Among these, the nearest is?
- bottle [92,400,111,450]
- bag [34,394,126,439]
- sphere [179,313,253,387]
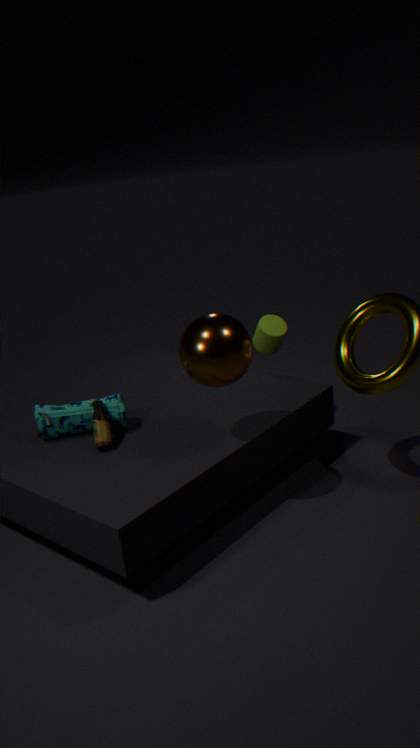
sphere [179,313,253,387]
